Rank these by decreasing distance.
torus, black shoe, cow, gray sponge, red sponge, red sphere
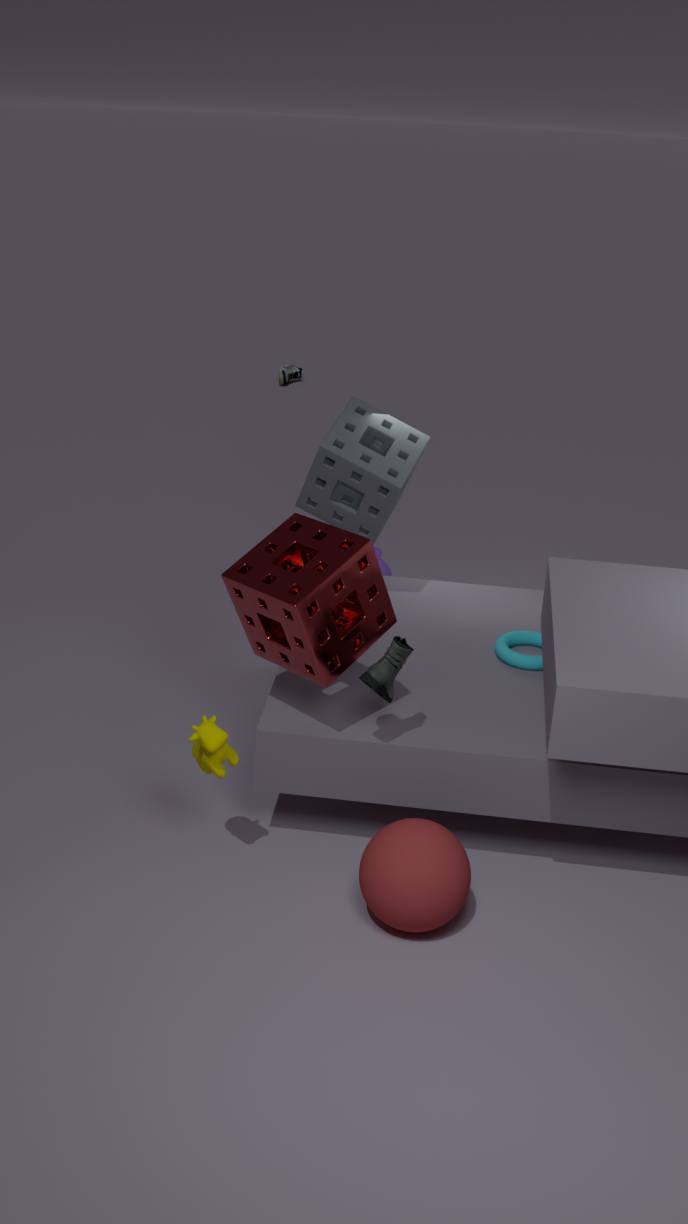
gray sponge
torus
cow
black shoe
red sponge
red sphere
